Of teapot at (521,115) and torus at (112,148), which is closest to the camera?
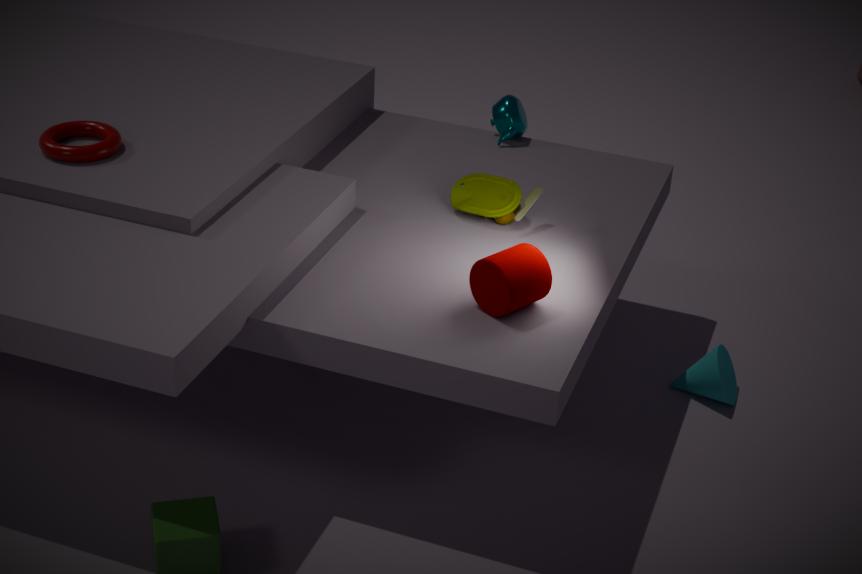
torus at (112,148)
